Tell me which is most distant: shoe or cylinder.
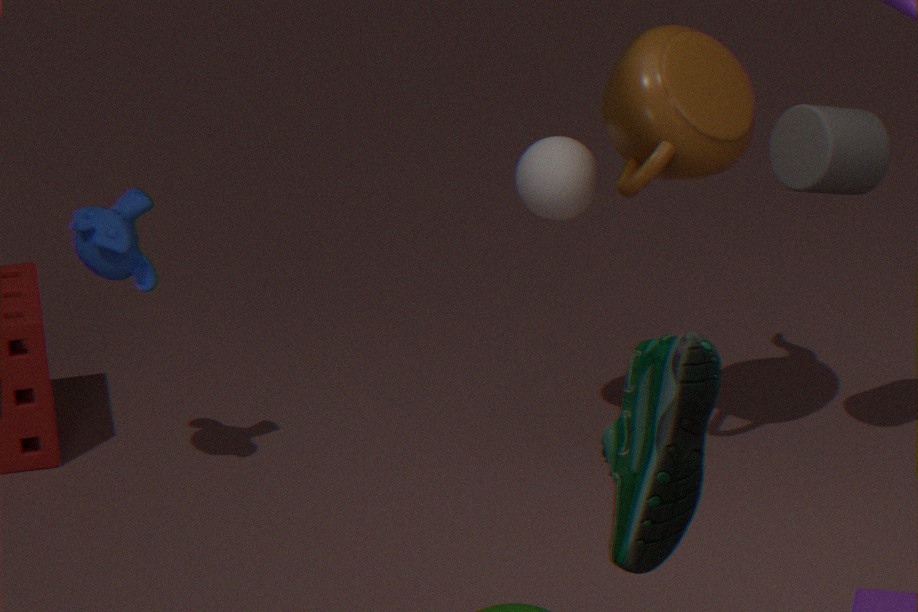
cylinder
